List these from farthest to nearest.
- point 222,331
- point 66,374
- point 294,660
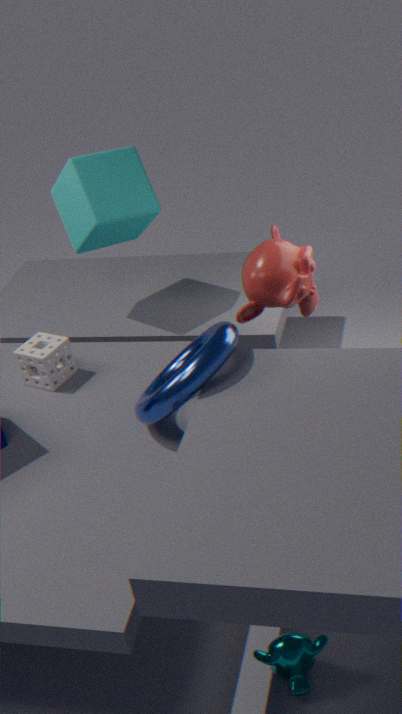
point 66,374, point 222,331, point 294,660
